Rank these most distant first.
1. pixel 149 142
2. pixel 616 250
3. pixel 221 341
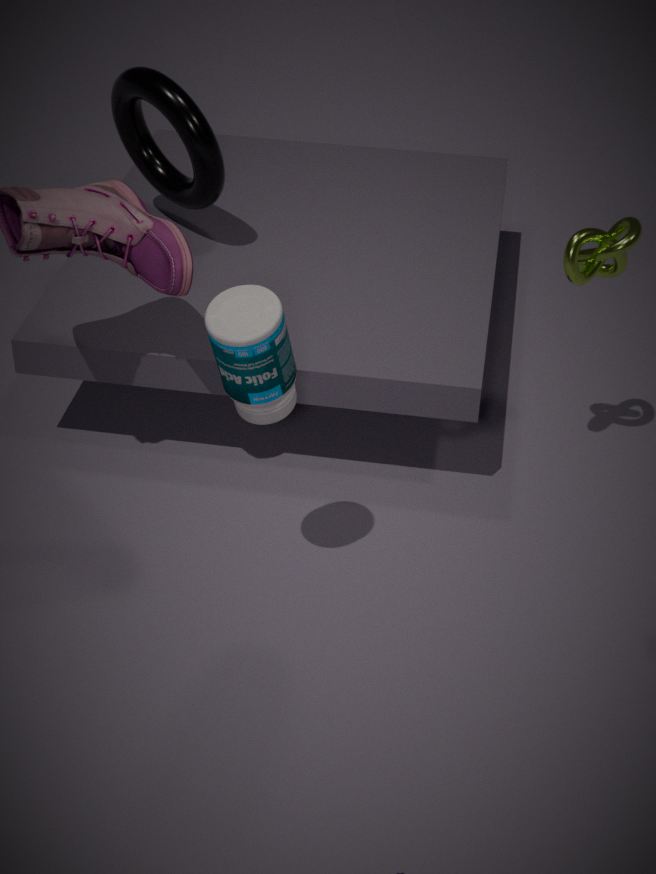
1. pixel 149 142
2. pixel 616 250
3. pixel 221 341
